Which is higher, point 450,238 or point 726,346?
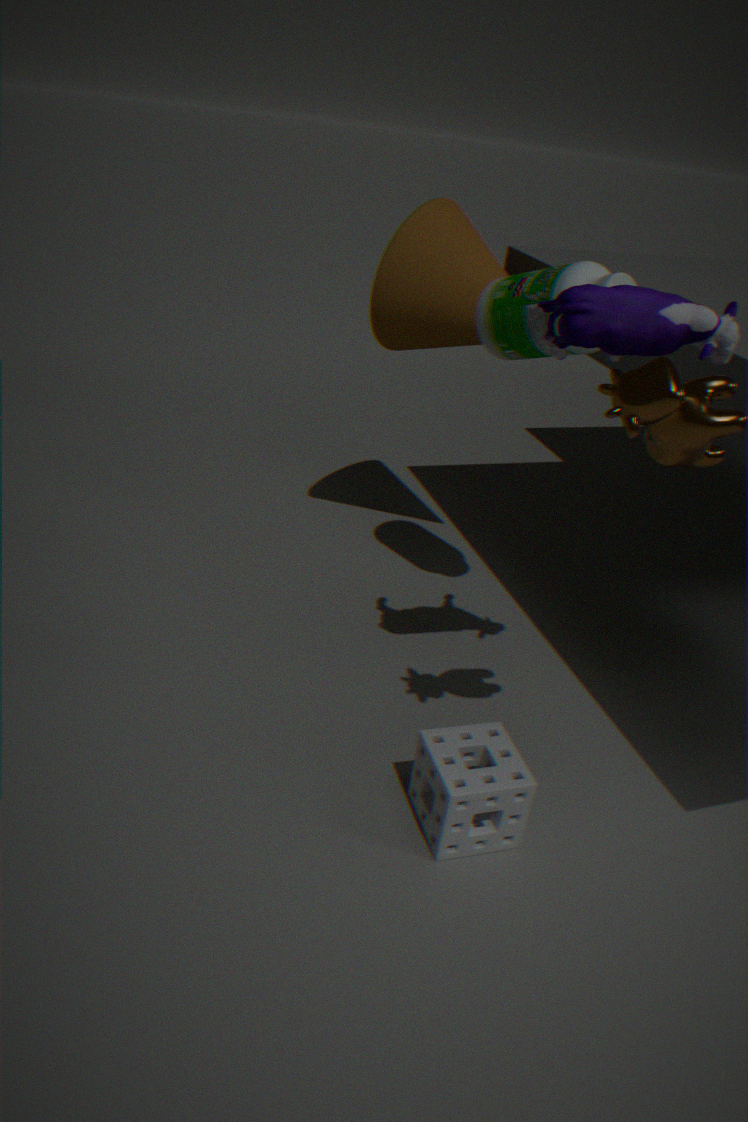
point 726,346
